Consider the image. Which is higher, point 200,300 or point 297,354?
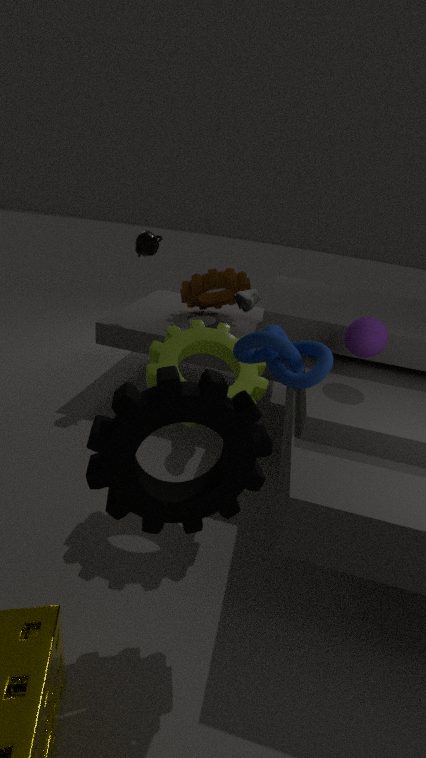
point 297,354
